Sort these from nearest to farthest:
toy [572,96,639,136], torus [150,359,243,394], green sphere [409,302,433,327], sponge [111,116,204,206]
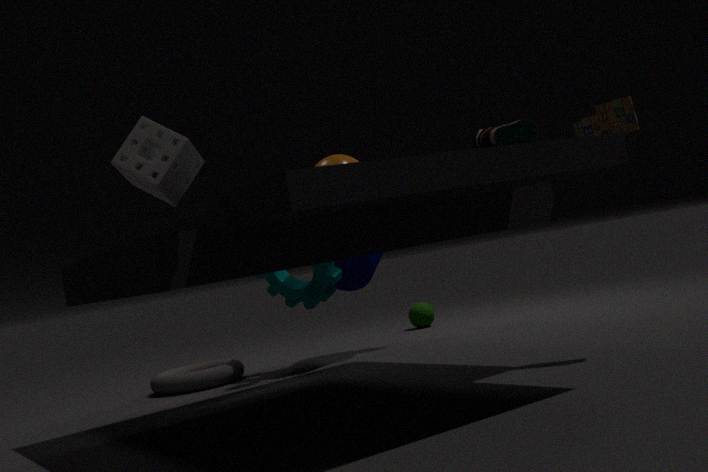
1. sponge [111,116,204,206]
2. toy [572,96,639,136]
3. torus [150,359,243,394]
4. green sphere [409,302,433,327]
